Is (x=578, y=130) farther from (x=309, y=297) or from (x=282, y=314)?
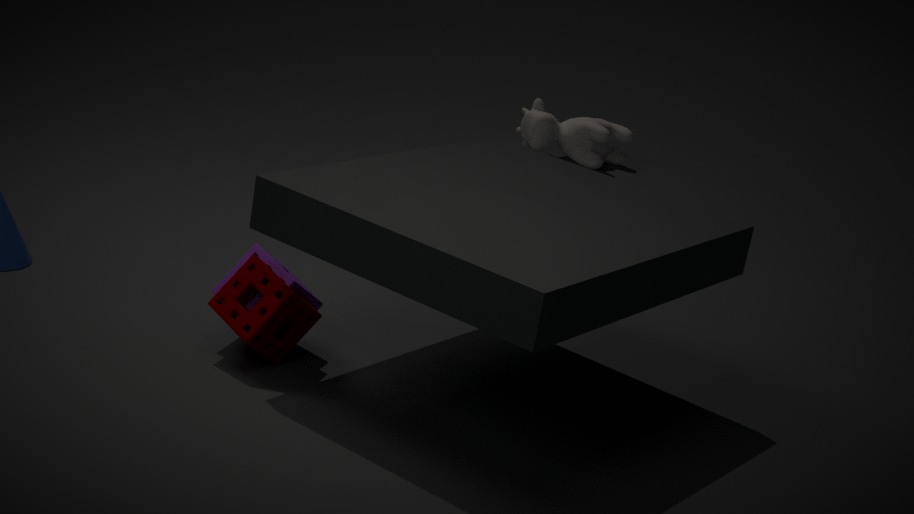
(x=282, y=314)
